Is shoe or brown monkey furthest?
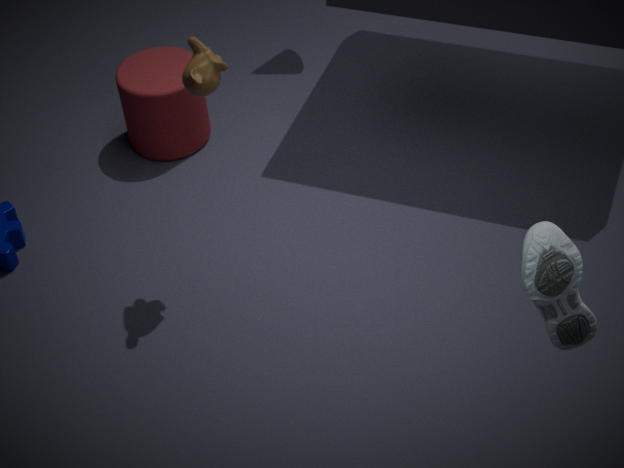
brown monkey
